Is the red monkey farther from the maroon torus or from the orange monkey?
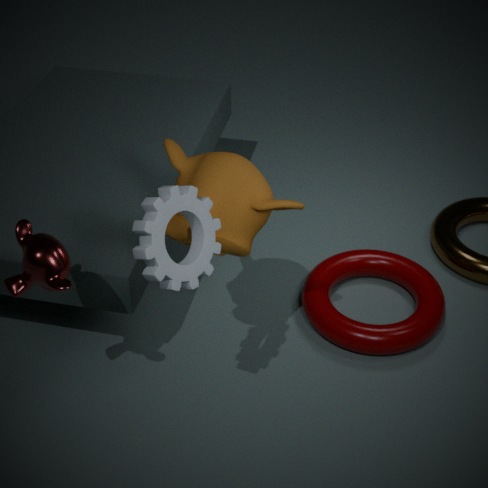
the maroon torus
